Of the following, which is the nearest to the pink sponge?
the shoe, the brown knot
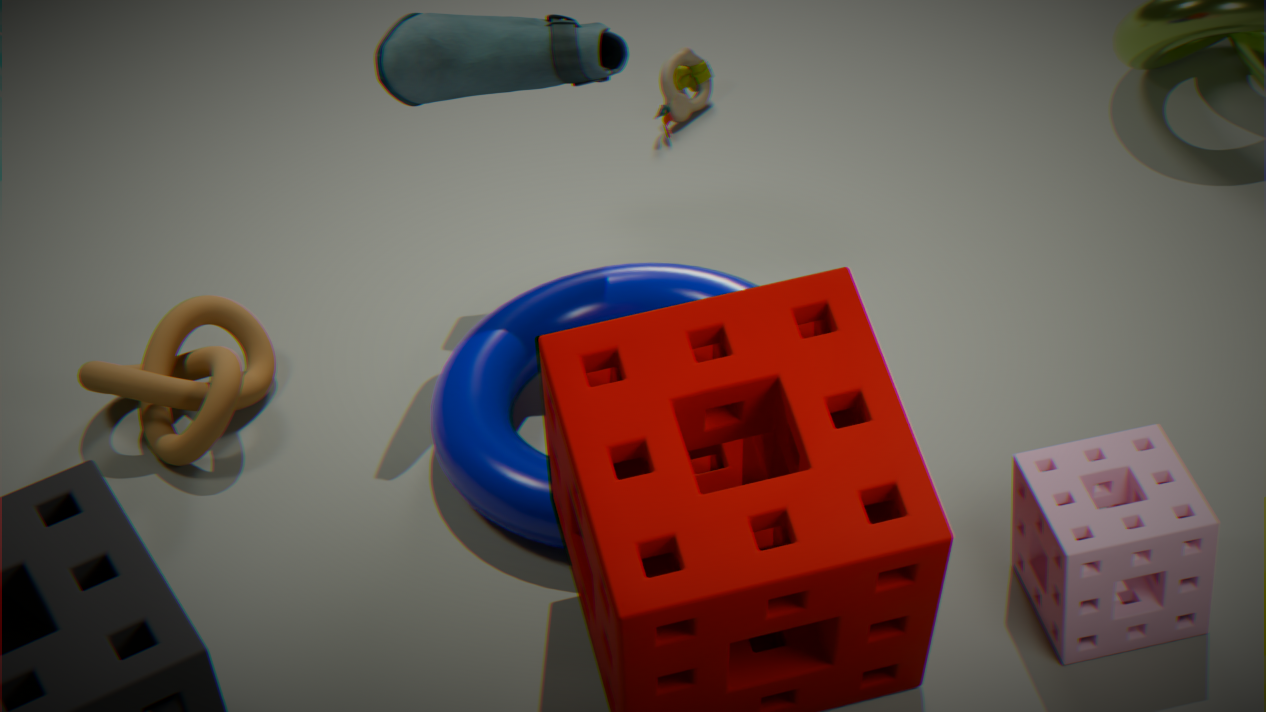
the shoe
